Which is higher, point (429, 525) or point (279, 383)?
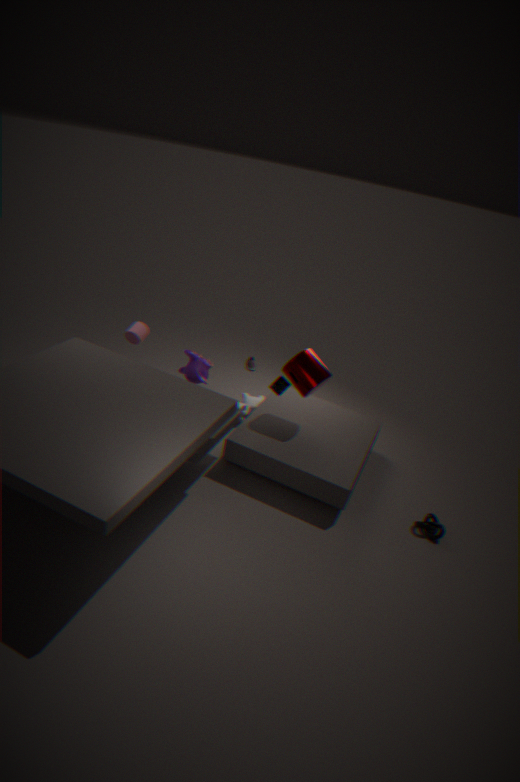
point (279, 383)
